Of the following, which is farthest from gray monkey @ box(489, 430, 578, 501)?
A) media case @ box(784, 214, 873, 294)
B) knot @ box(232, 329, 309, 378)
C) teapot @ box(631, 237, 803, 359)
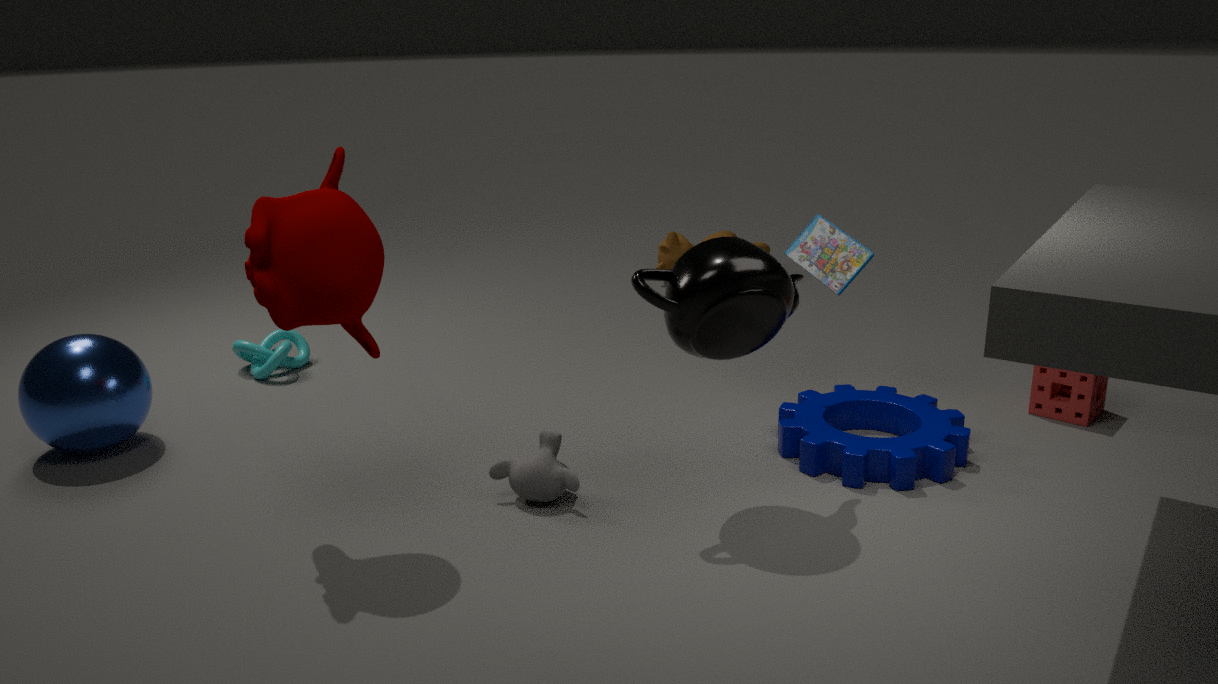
knot @ box(232, 329, 309, 378)
